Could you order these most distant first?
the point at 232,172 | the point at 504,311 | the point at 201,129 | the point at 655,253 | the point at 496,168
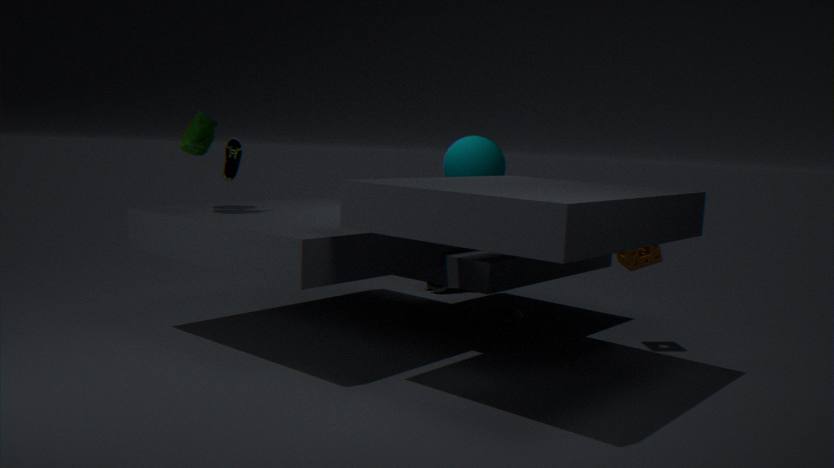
the point at 504,311
the point at 496,168
the point at 232,172
the point at 655,253
the point at 201,129
